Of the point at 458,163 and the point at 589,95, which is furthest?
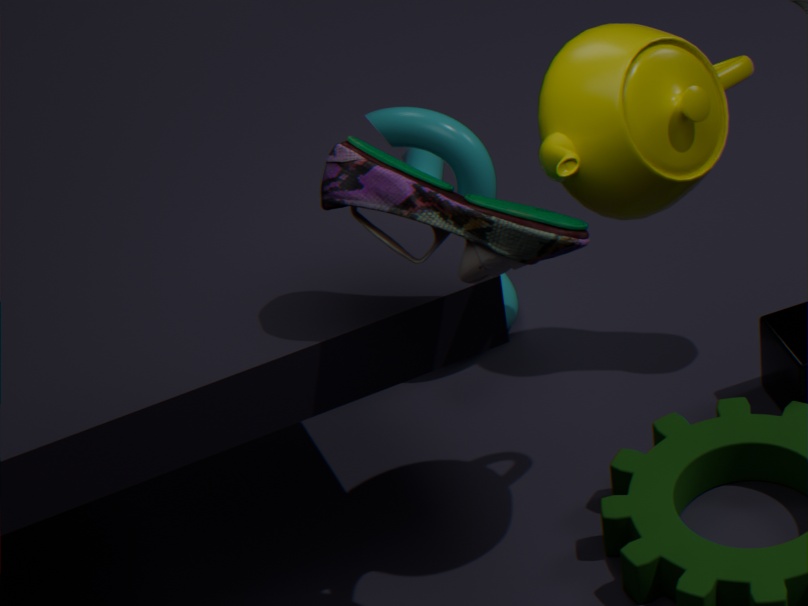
the point at 458,163
